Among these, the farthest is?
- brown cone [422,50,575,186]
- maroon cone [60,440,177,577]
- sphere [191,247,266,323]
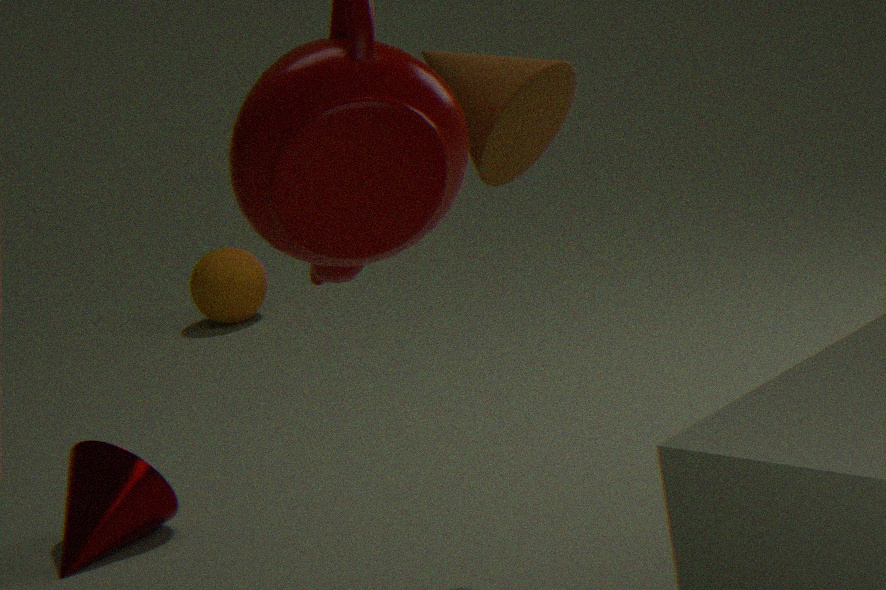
sphere [191,247,266,323]
